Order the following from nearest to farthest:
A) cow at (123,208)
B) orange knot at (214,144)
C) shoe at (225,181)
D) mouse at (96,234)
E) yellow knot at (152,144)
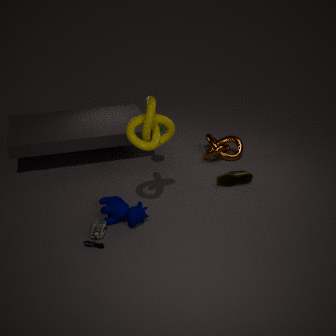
yellow knot at (152,144), mouse at (96,234), cow at (123,208), shoe at (225,181), orange knot at (214,144)
